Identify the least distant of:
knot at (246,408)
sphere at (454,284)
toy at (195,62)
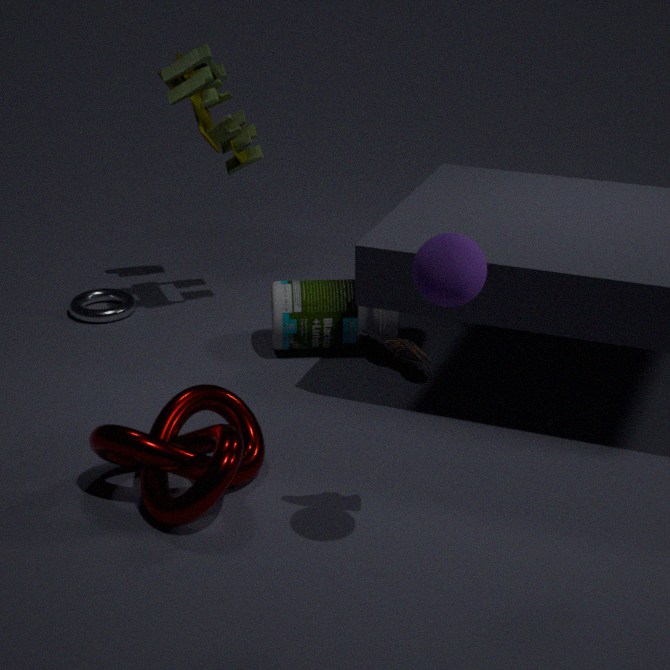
sphere at (454,284)
